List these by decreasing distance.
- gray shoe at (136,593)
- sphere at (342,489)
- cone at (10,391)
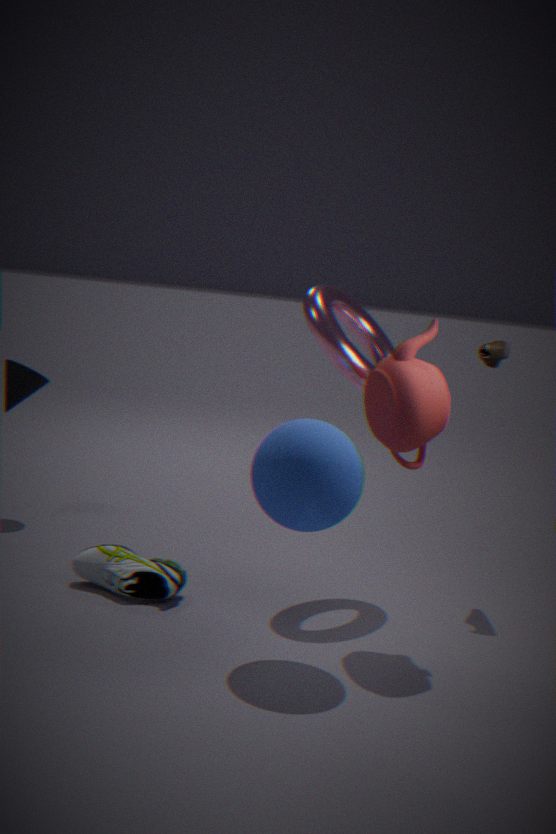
cone at (10,391), gray shoe at (136,593), sphere at (342,489)
